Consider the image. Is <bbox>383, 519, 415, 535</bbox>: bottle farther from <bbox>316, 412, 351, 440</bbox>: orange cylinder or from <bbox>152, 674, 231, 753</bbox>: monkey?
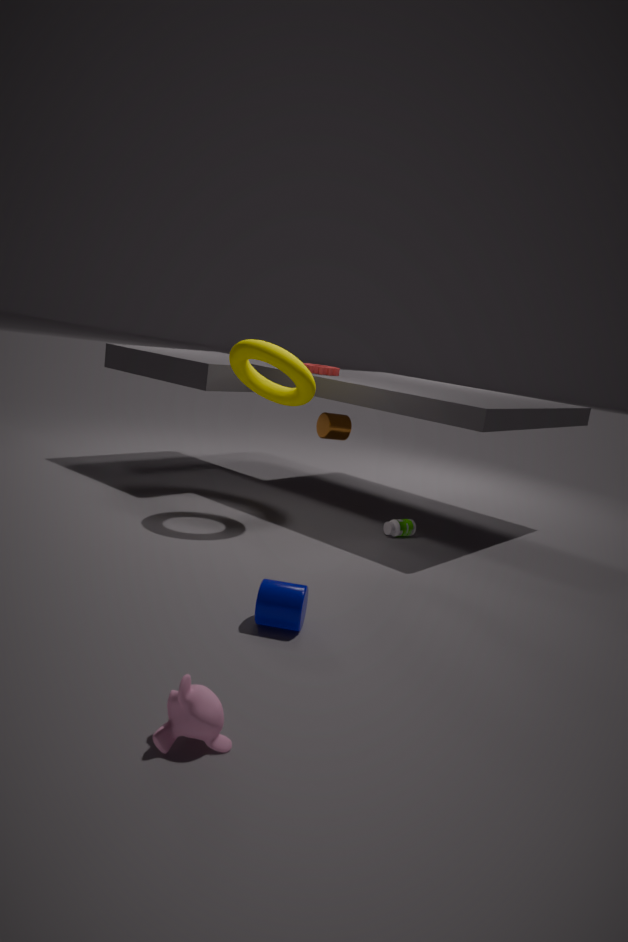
<bbox>152, 674, 231, 753</bbox>: monkey
